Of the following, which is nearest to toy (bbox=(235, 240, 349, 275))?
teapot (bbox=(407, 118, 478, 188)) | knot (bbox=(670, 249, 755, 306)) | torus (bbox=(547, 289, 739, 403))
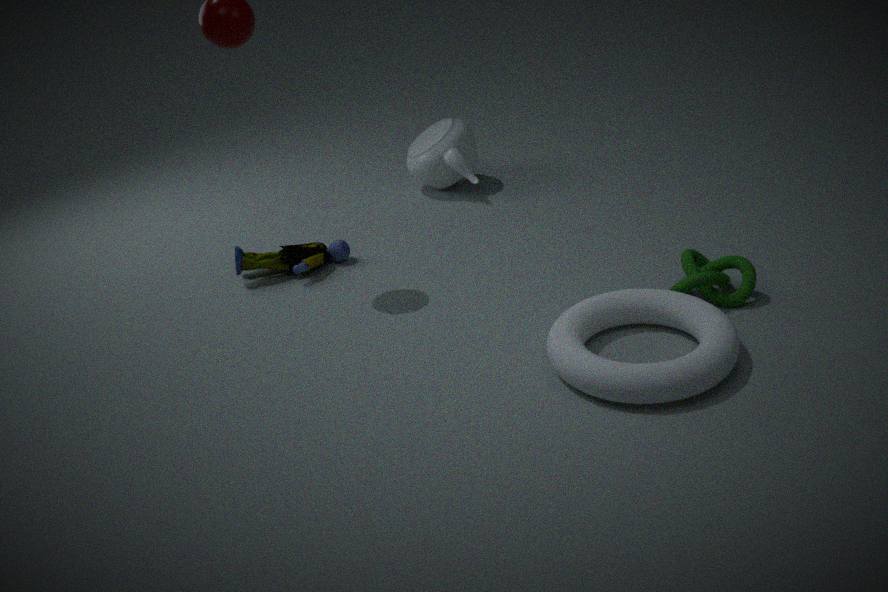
teapot (bbox=(407, 118, 478, 188))
